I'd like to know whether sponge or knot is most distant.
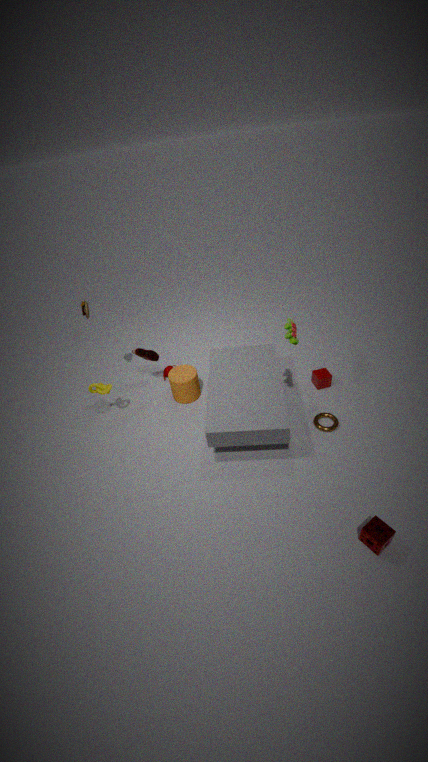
knot
